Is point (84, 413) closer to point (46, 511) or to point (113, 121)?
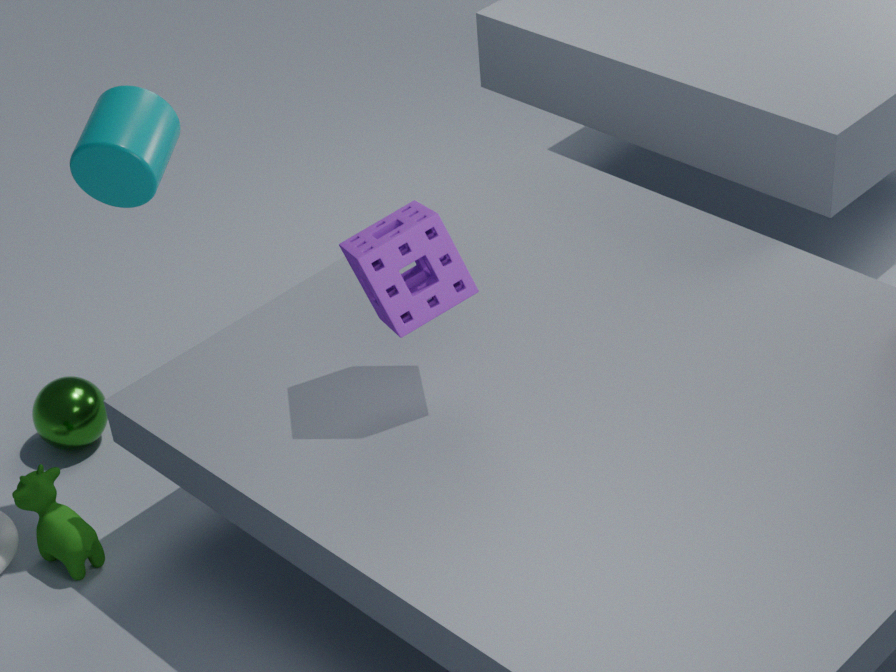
point (46, 511)
